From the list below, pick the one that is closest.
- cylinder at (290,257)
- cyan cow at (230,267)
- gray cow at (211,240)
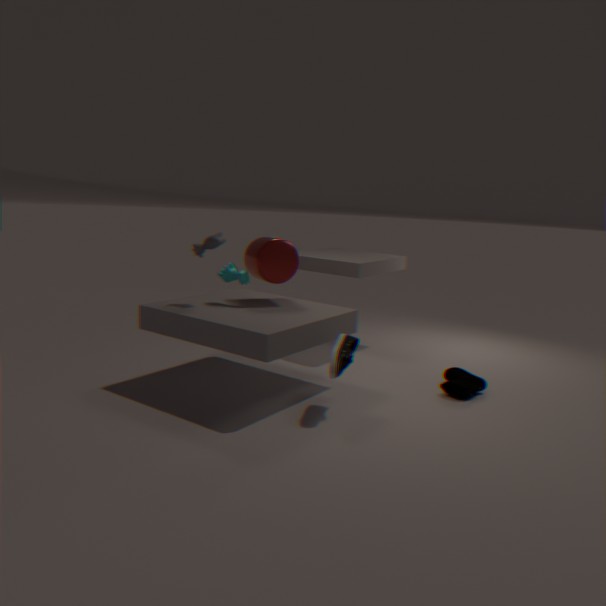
gray cow at (211,240)
